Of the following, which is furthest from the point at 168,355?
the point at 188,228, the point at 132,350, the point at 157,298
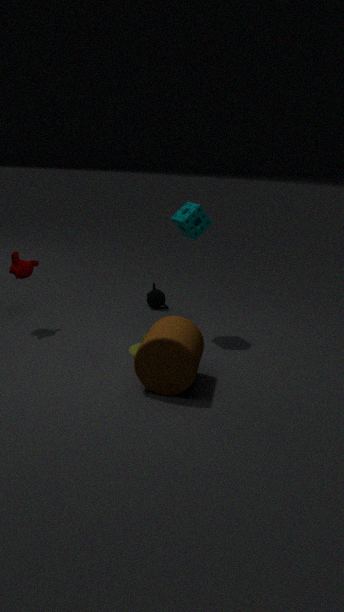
the point at 157,298
